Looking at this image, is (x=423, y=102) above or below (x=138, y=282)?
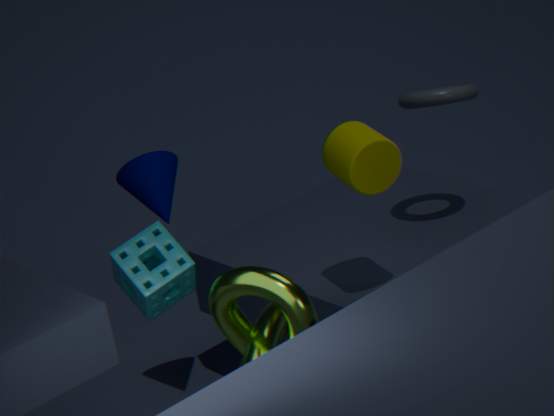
above
